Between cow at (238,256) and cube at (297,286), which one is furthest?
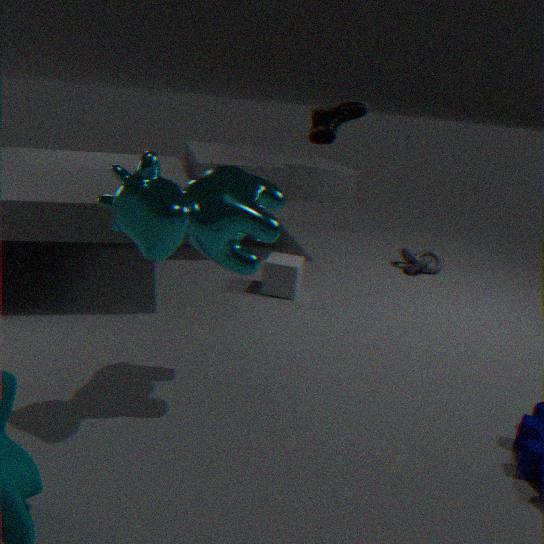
cube at (297,286)
